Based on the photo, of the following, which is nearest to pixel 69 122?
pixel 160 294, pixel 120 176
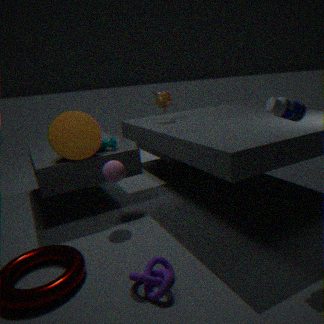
pixel 120 176
